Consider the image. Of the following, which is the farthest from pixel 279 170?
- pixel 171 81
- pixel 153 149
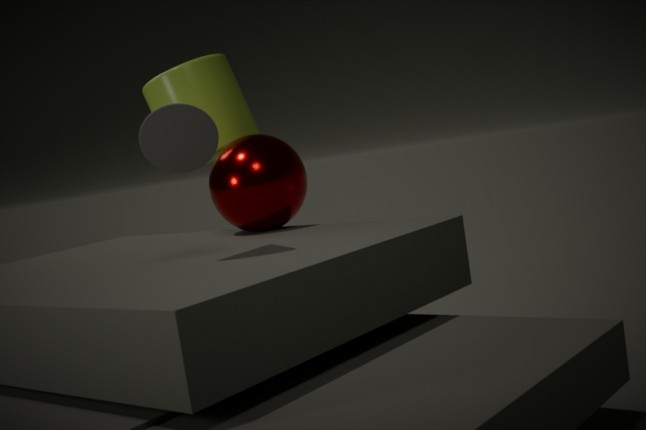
pixel 153 149
